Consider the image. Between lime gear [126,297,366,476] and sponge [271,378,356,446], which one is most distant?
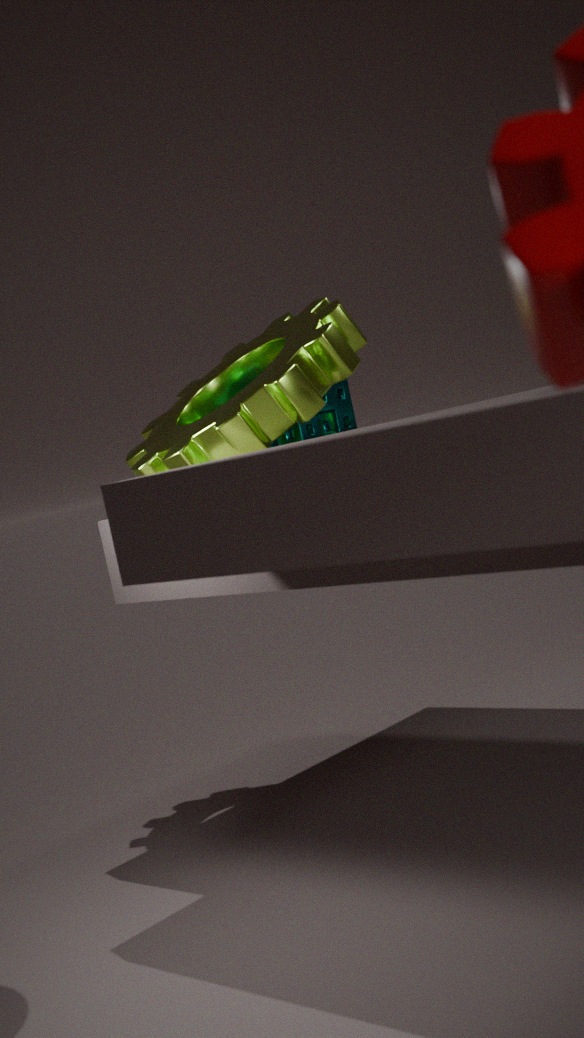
sponge [271,378,356,446]
